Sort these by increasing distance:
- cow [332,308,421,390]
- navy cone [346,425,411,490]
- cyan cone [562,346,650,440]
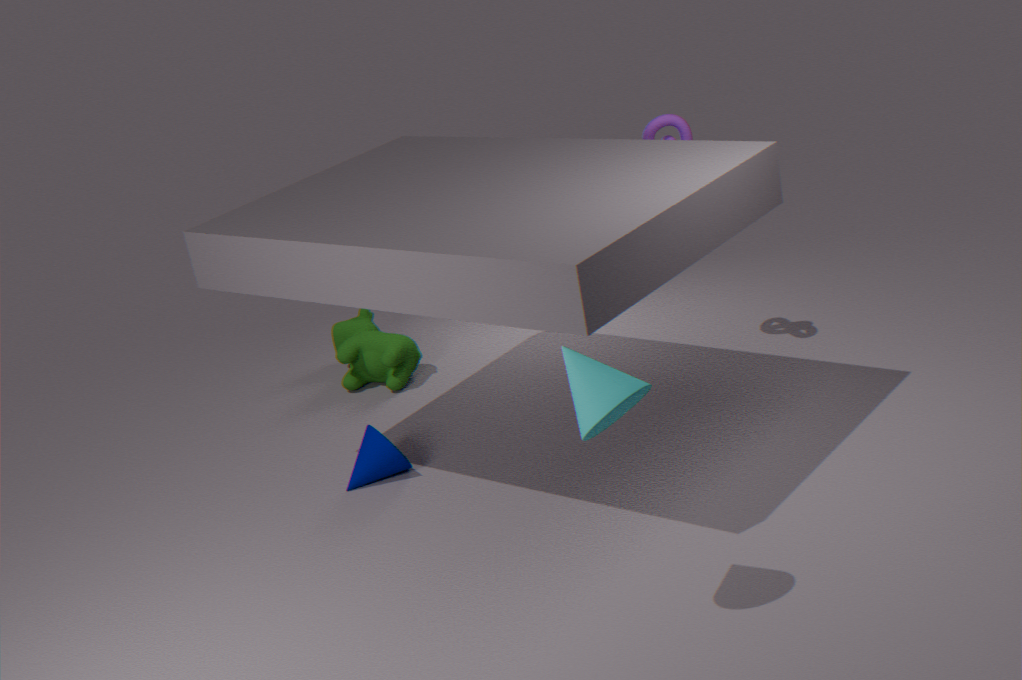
1. cyan cone [562,346,650,440]
2. navy cone [346,425,411,490]
3. cow [332,308,421,390]
